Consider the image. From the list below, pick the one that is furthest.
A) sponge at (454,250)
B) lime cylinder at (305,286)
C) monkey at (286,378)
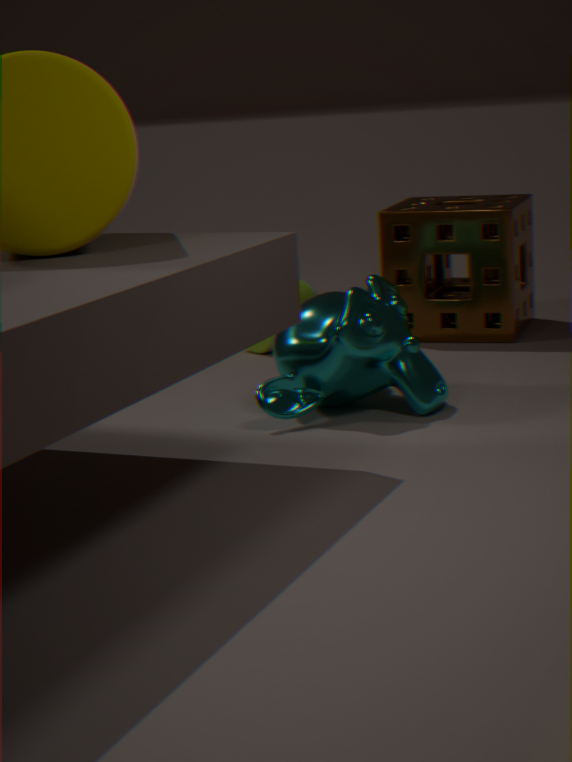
lime cylinder at (305,286)
